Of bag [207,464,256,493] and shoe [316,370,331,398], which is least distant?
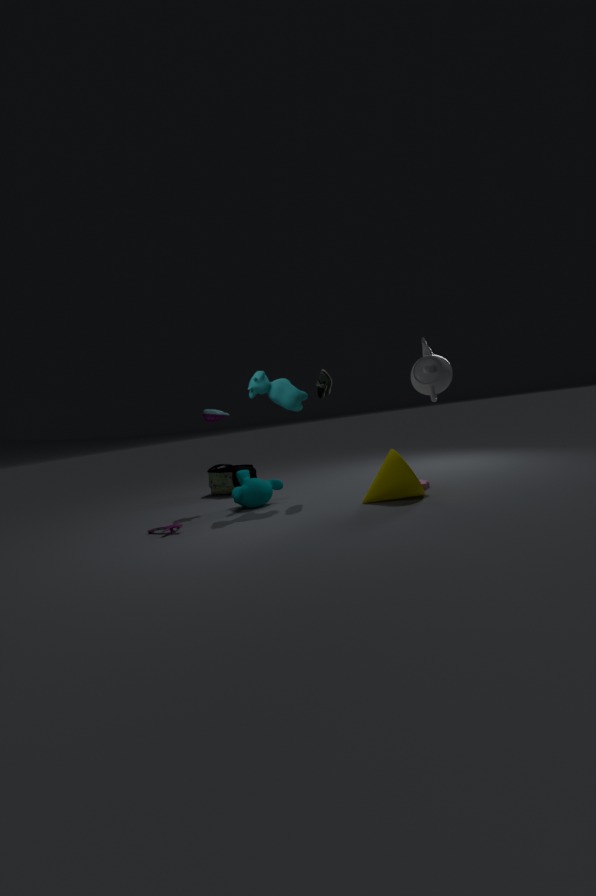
shoe [316,370,331,398]
